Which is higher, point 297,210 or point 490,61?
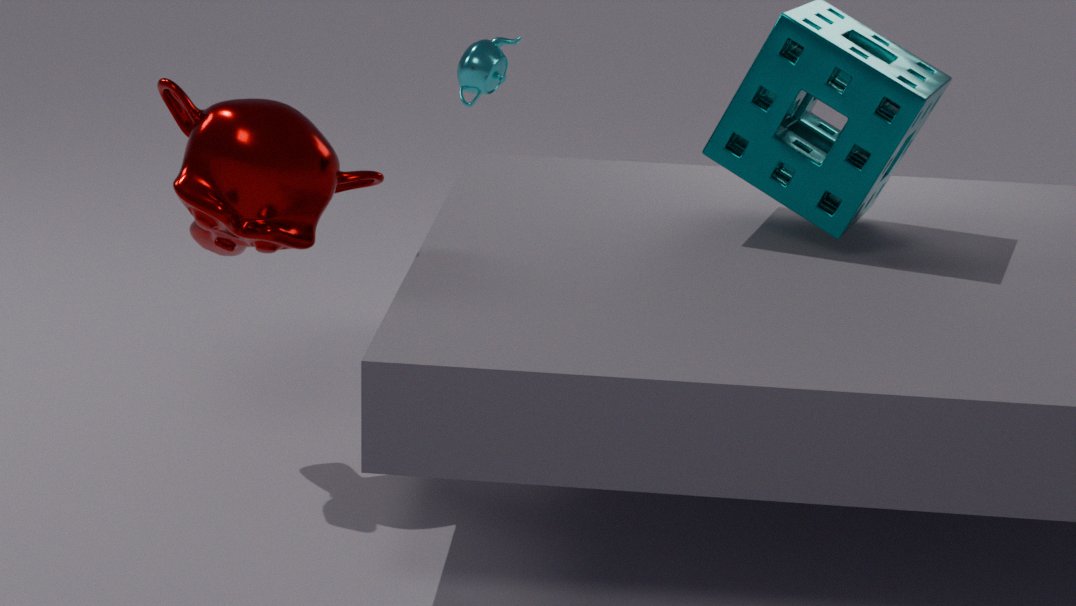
point 297,210
